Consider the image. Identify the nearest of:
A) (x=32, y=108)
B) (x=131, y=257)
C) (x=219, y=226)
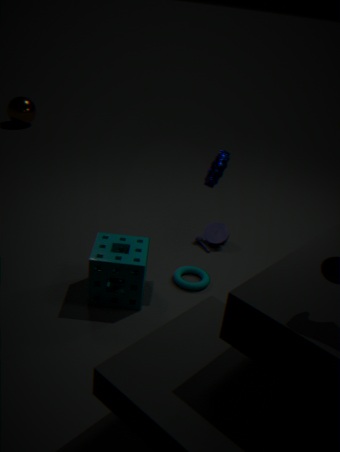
(x=131, y=257)
